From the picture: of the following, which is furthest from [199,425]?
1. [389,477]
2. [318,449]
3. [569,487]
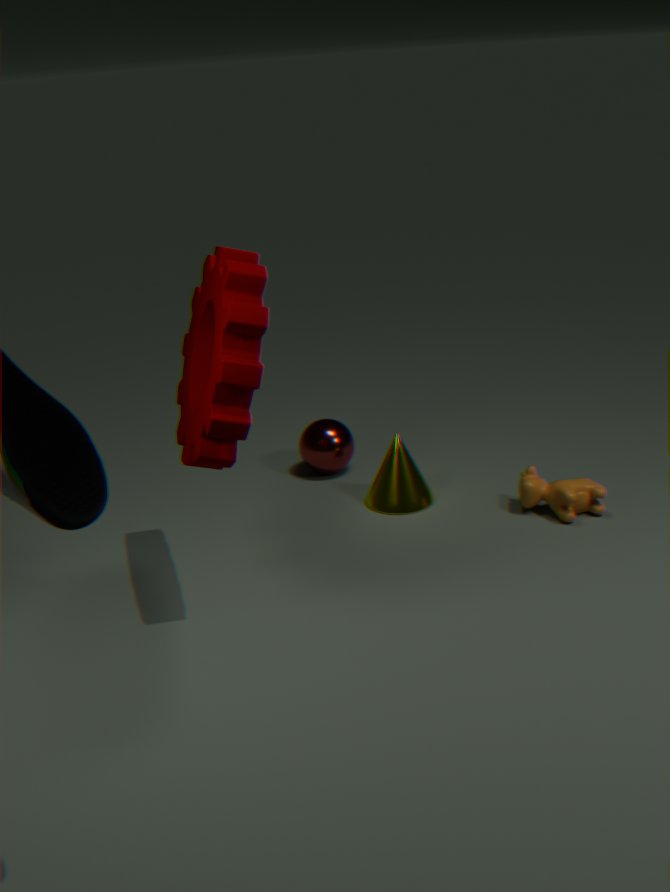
[569,487]
